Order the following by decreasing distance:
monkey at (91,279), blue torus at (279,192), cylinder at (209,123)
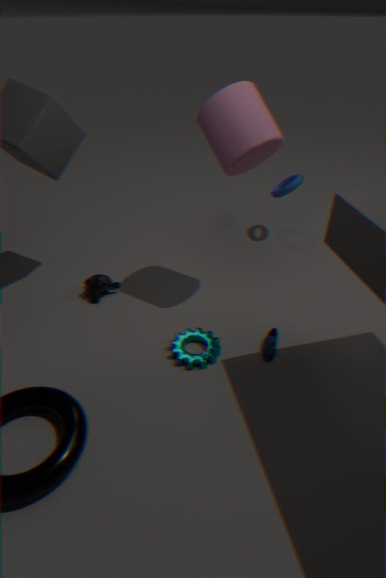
blue torus at (279,192), monkey at (91,279), cylinder at (209,123)
